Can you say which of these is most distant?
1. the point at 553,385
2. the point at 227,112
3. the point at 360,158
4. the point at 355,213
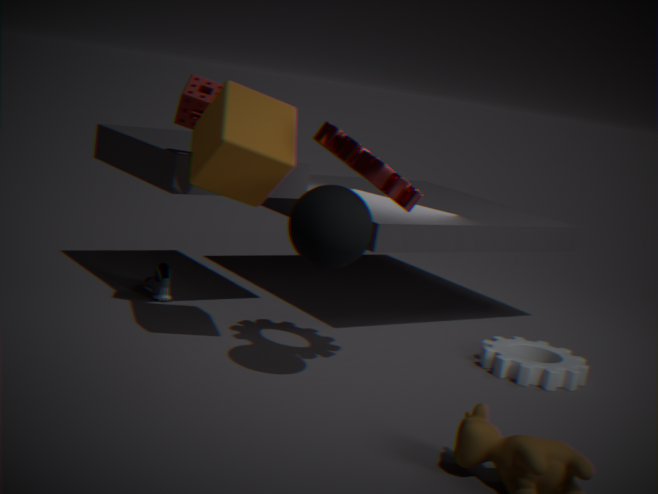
the point at 553,385
